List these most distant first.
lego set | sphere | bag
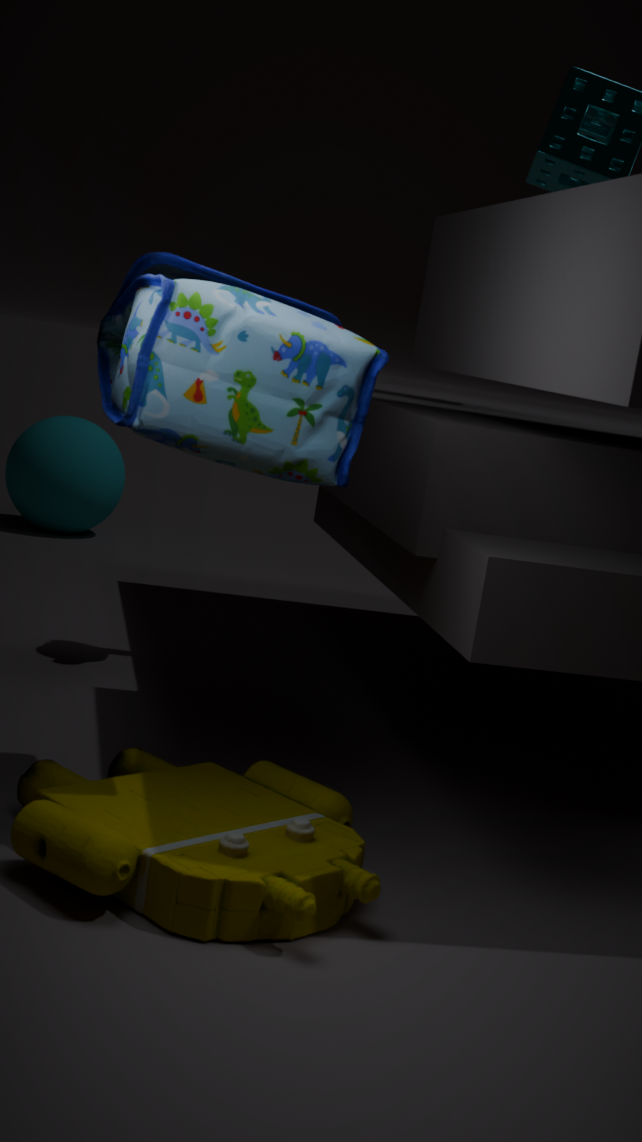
sphere
bag
lego set
